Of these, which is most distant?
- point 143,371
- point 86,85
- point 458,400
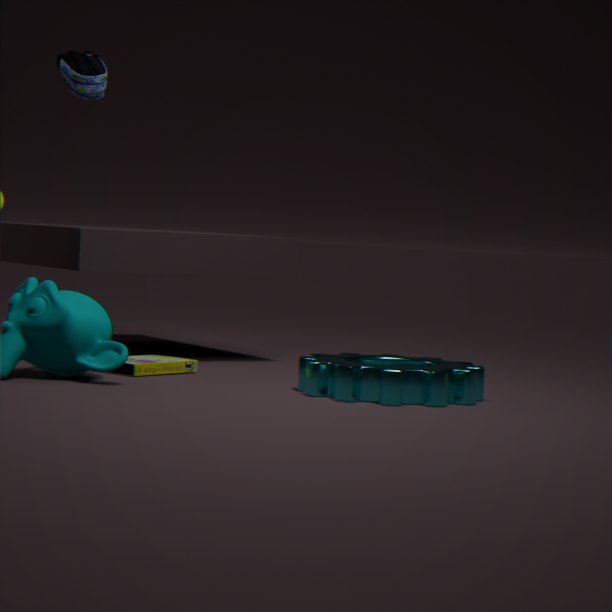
point 86,85
